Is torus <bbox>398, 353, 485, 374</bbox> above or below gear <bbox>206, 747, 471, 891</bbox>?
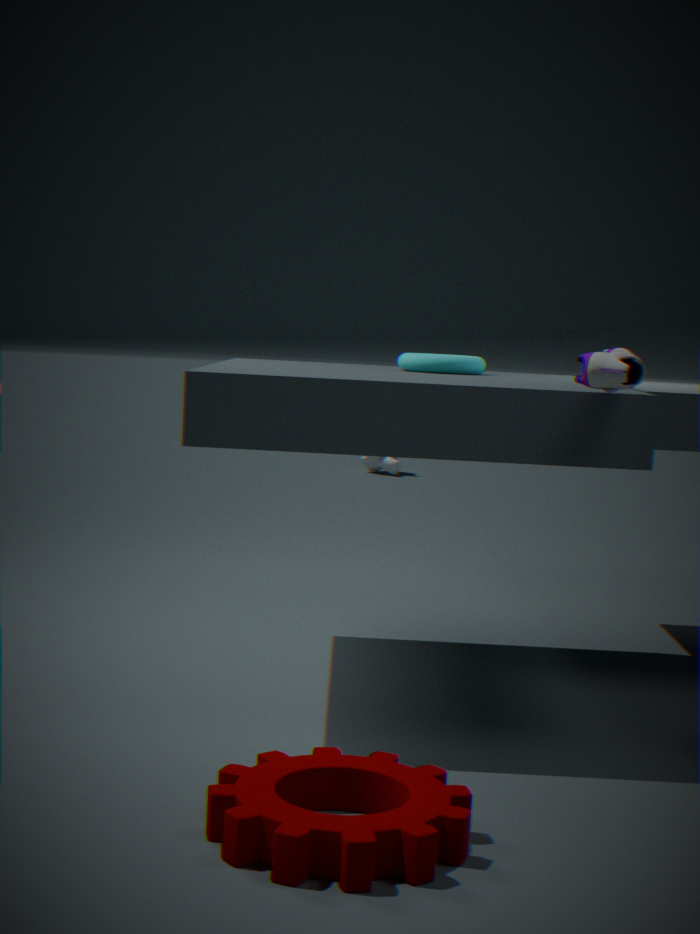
Answer: above
